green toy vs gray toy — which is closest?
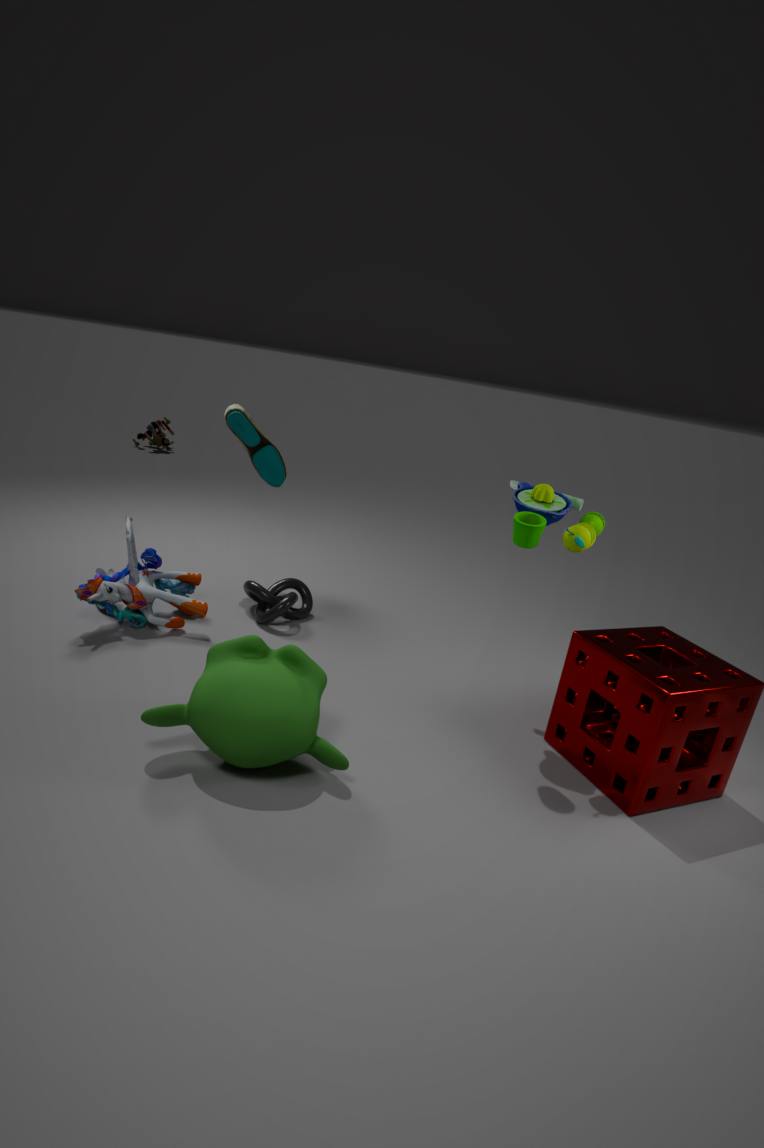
green toy
